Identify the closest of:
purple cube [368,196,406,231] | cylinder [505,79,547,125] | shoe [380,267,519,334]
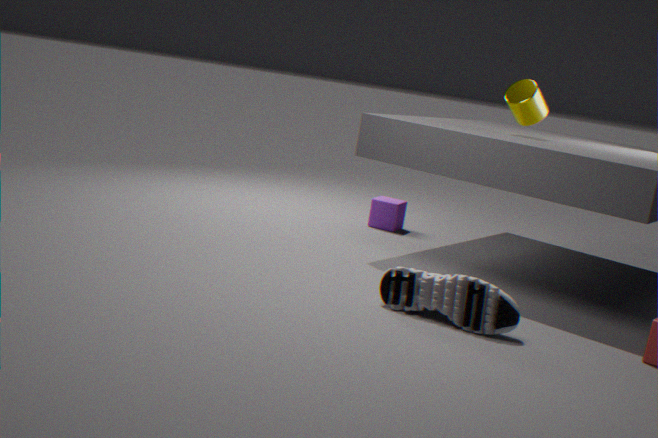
shoe [380,267,519,334]
